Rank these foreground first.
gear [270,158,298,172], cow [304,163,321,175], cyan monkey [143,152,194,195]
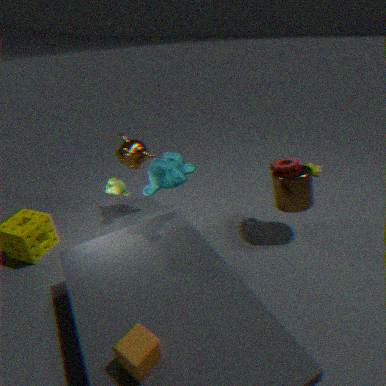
cyan monkey [143,152,194,195] → gear [270,158,298,172] → cow [304,163,321,175]
